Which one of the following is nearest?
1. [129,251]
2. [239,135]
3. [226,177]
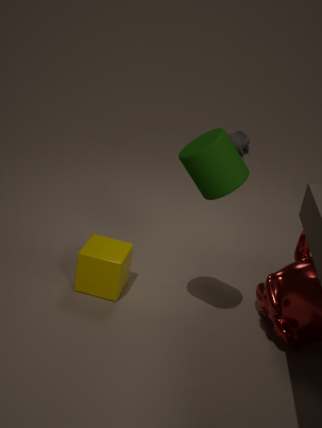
[226,177]
